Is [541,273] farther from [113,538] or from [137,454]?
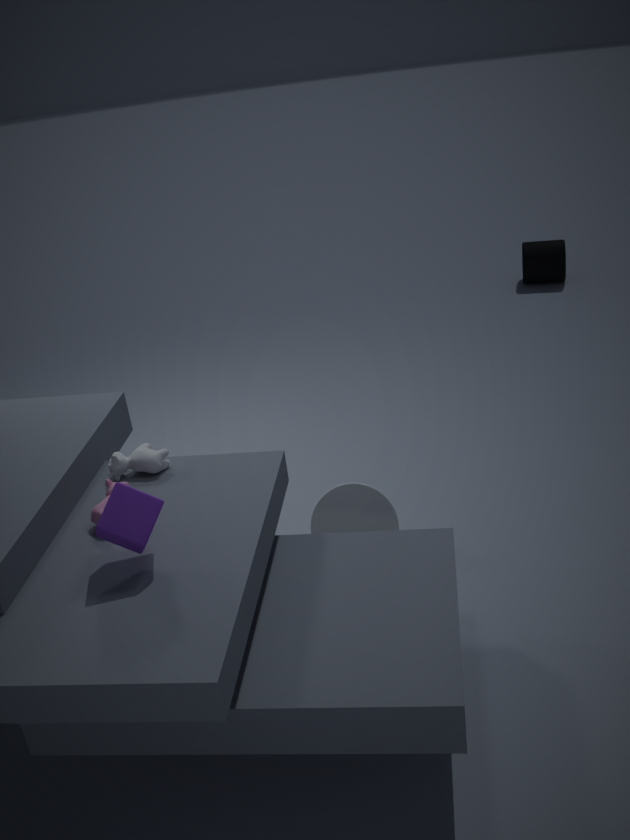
[113,538]
